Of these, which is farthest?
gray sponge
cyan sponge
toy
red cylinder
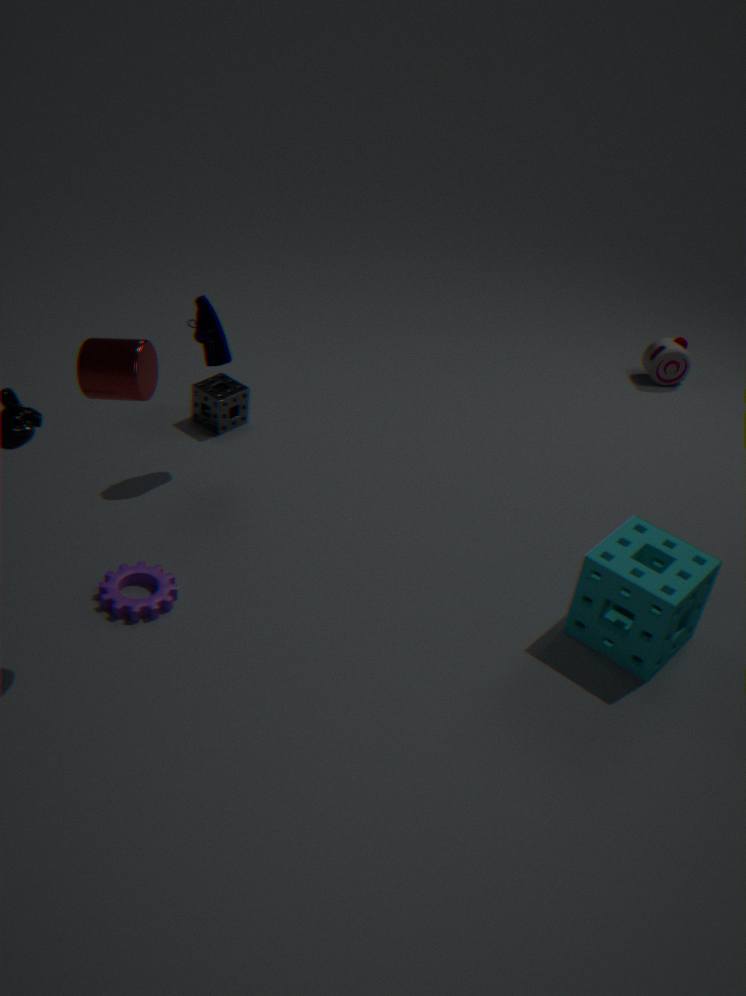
toy
